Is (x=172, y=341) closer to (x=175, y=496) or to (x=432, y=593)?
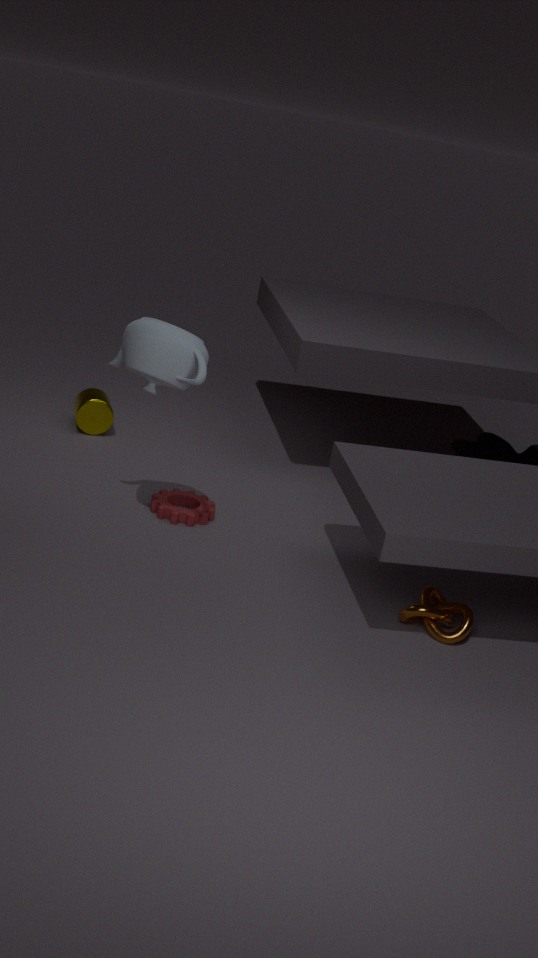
(x=175, y=496)
